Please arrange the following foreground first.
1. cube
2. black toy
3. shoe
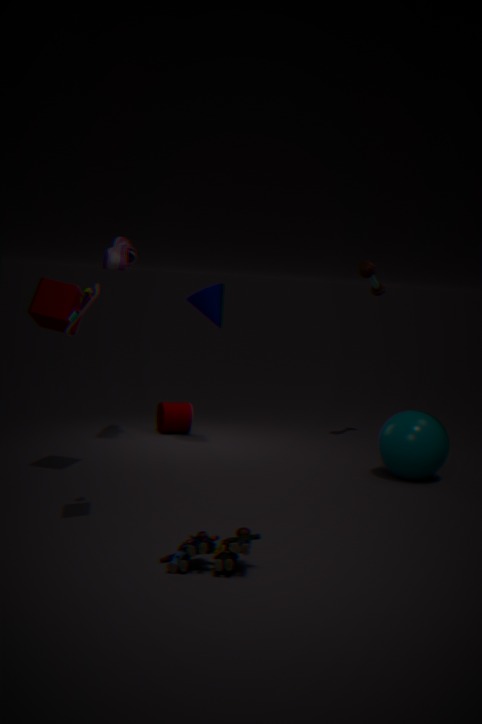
black toy < cube < shoe
